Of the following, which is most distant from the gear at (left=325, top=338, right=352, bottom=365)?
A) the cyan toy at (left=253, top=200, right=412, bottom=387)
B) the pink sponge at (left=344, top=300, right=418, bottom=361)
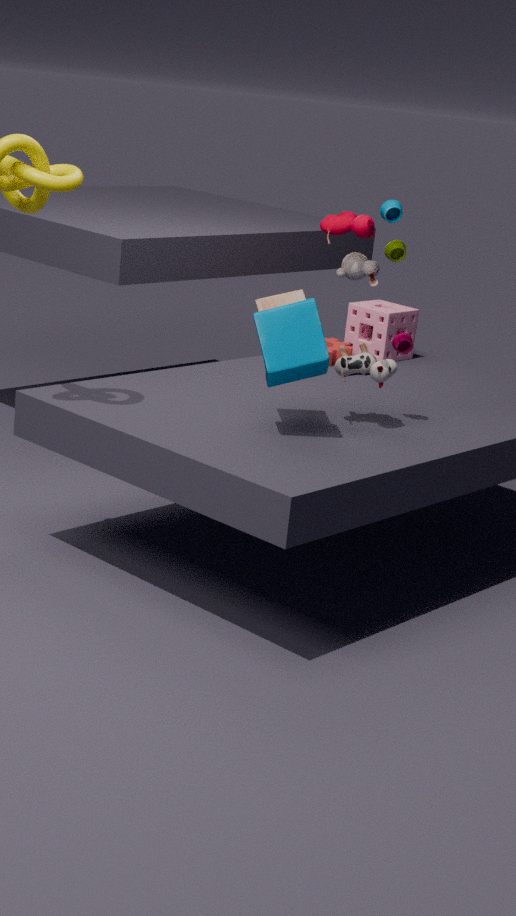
the cyan toy at (left=253, top=200, right=412, bottom=387)
